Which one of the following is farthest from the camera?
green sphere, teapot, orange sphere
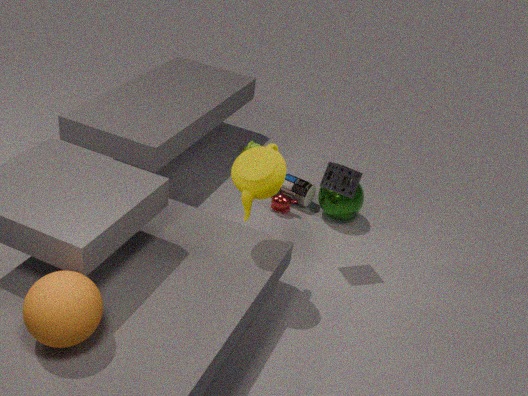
green sphere
